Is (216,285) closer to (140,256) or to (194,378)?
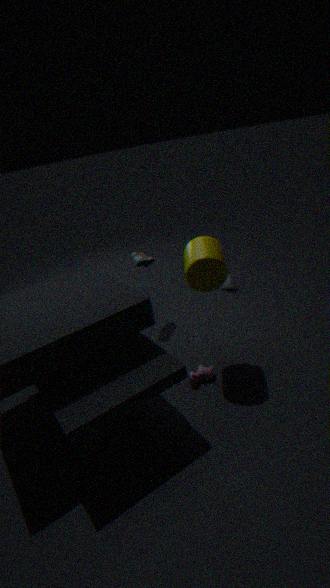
(194,378)
